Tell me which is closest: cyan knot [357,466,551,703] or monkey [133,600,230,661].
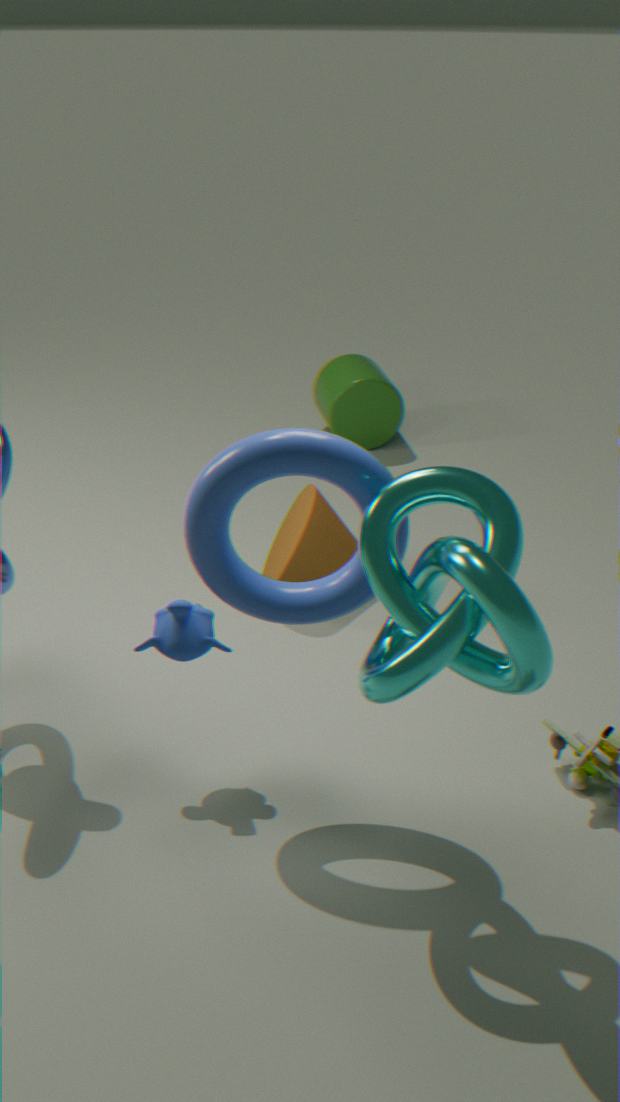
cyan knot [357,466,551,703]
